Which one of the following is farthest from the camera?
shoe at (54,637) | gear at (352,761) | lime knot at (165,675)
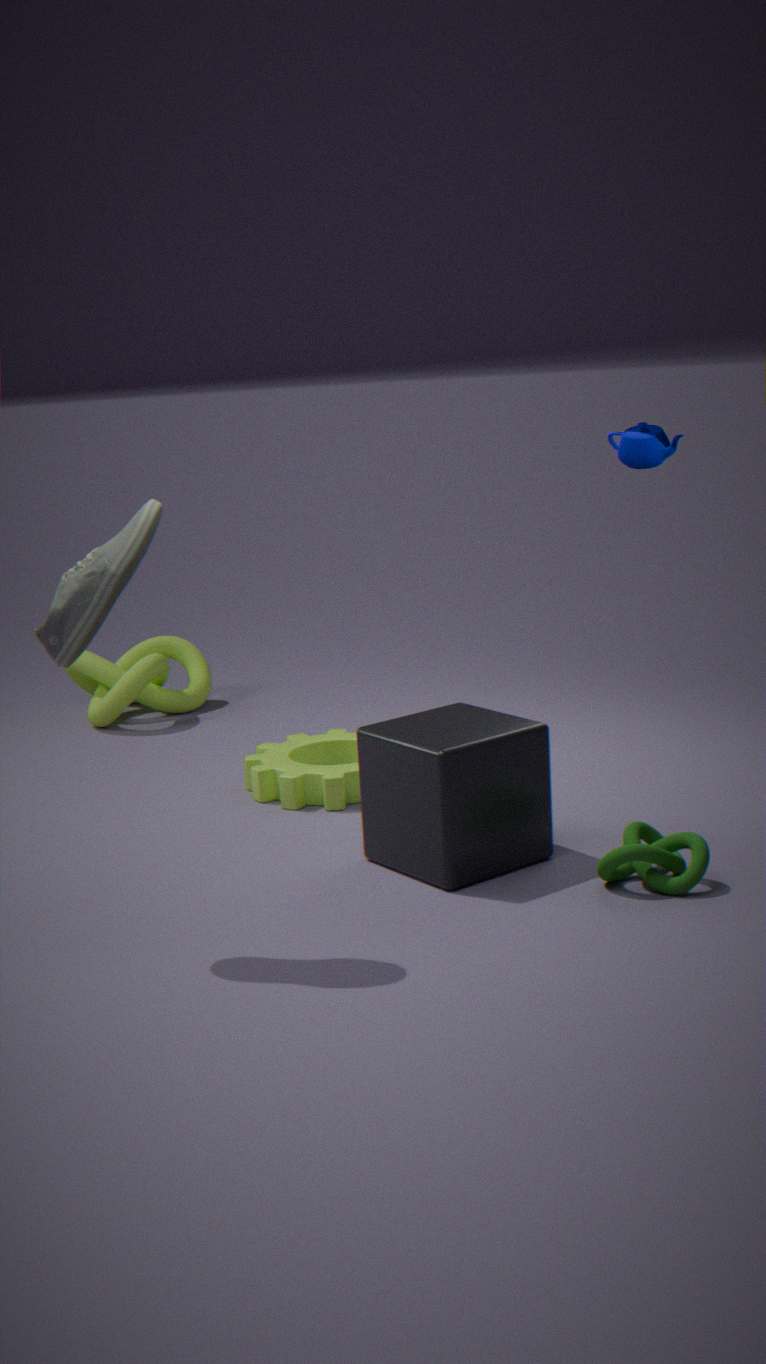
lime knot at (165,675)
